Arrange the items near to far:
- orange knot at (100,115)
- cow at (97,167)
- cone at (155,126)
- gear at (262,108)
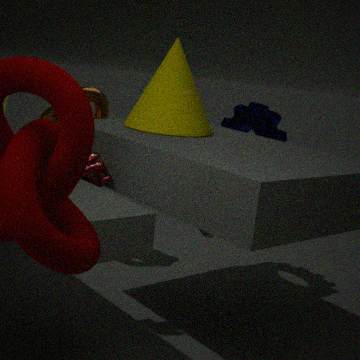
cow at (97,167), cone at (155,126), gear at (262,108), orange knot at (100,115)
